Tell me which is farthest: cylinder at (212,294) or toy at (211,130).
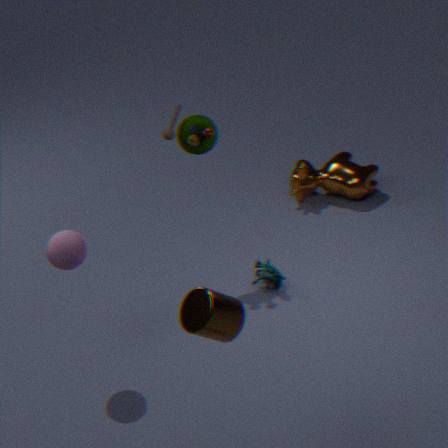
toy at (211,130)
